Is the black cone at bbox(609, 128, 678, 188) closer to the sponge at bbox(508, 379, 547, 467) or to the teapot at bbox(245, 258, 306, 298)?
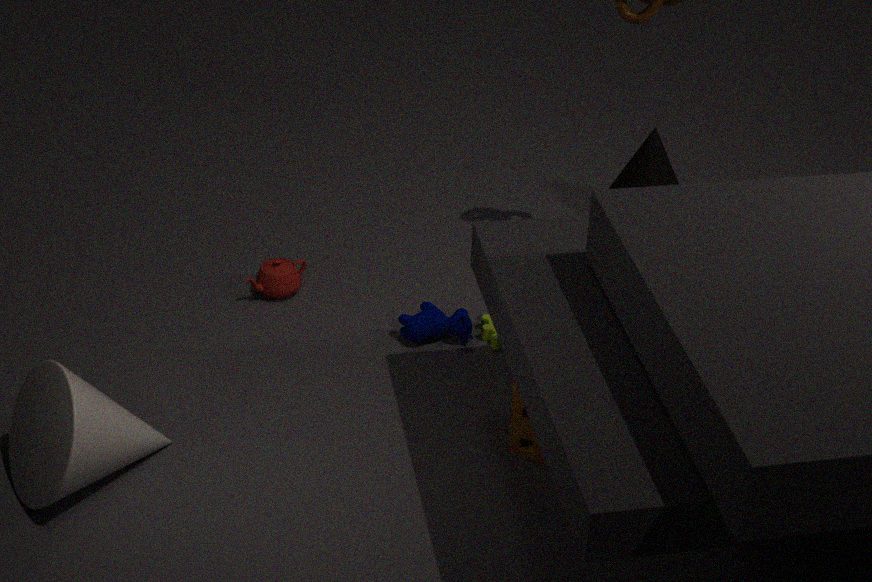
the sponge at bbox(508, 379, 547, 467)
